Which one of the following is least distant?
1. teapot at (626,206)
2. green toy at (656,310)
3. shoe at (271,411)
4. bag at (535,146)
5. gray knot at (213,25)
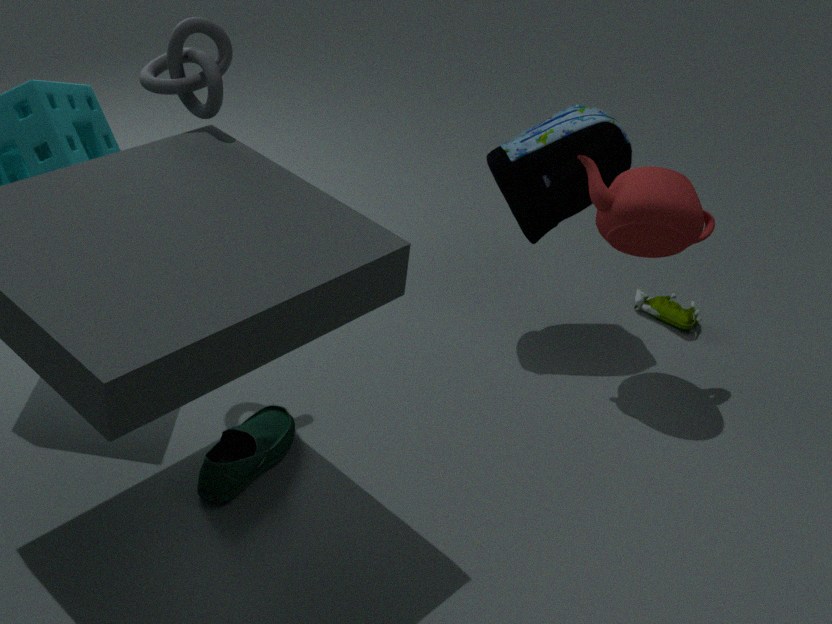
gray knot at (213,25)
